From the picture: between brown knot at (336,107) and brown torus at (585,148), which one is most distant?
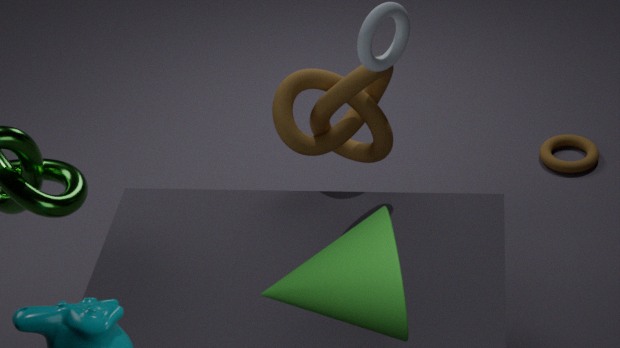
brown torus at (585,148)
